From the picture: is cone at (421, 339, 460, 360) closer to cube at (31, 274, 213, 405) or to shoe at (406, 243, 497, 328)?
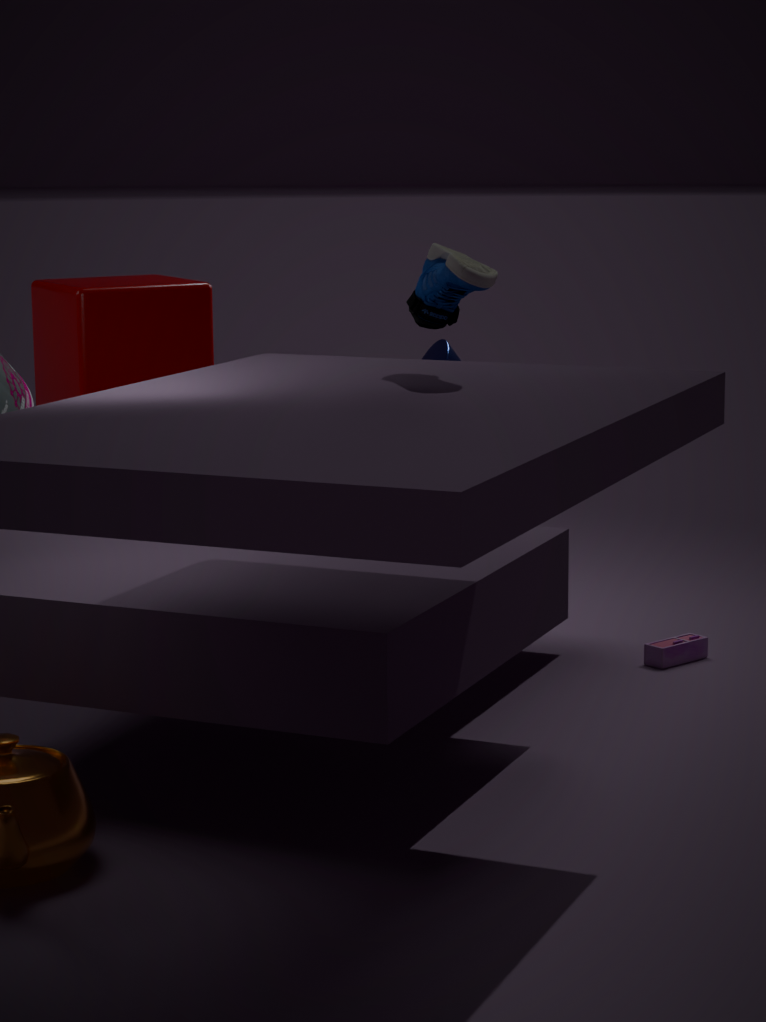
cube at (31, 274, 213, 405)
